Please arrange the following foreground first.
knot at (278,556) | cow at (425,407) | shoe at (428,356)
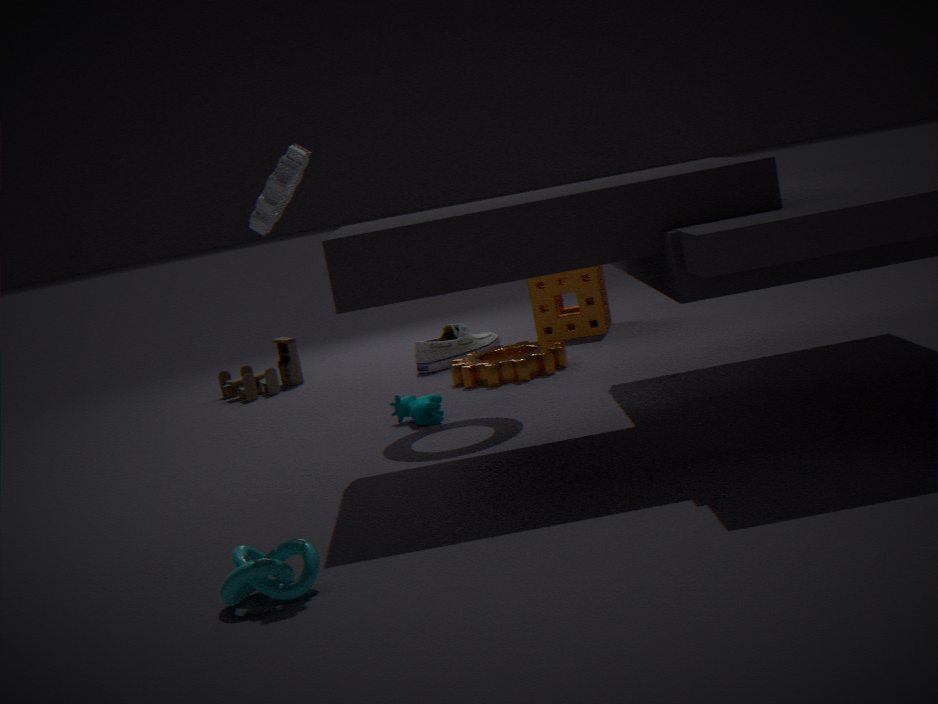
knot at (278,556) < cow at (425,407) < shoe at (428,356)
